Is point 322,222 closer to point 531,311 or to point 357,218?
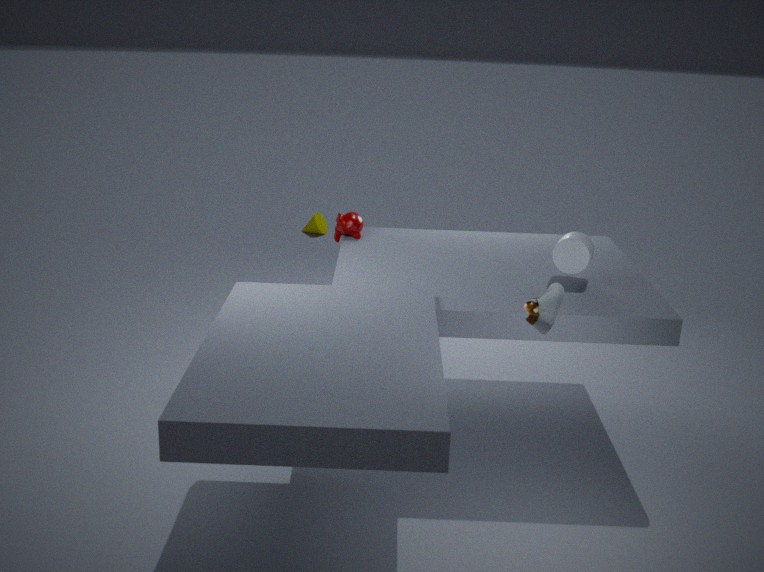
point 357,218
